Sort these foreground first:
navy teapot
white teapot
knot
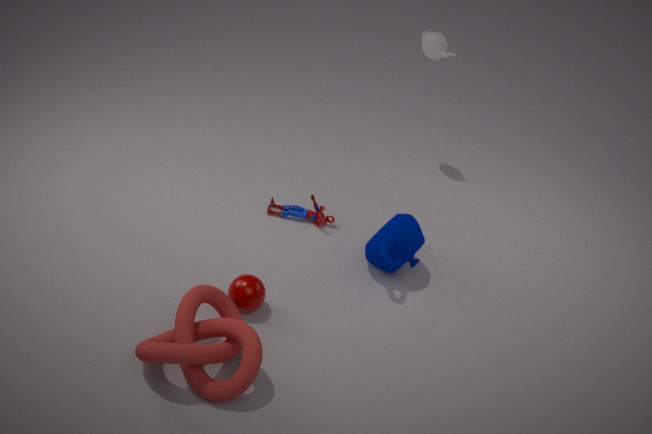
1. knot
2. navy teapot
3. white teapot
